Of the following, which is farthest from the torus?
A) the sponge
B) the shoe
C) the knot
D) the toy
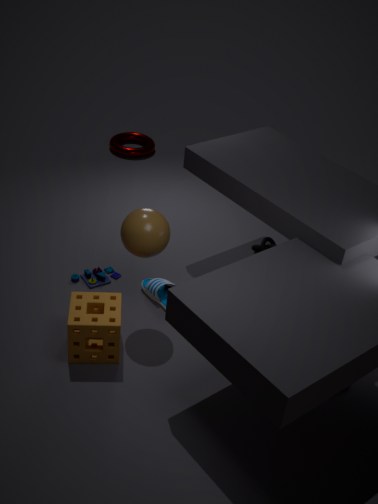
the sponge
